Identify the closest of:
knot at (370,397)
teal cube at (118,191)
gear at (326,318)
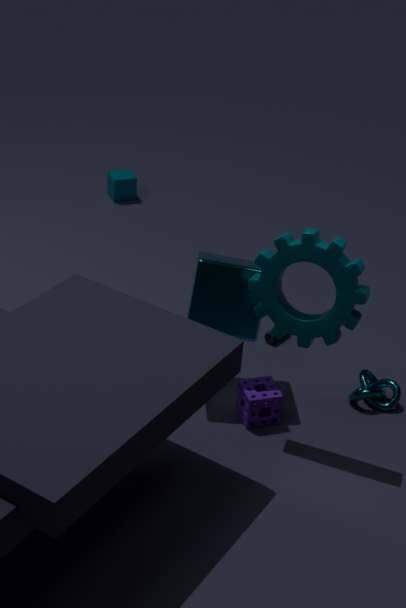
gear at (326,318)
